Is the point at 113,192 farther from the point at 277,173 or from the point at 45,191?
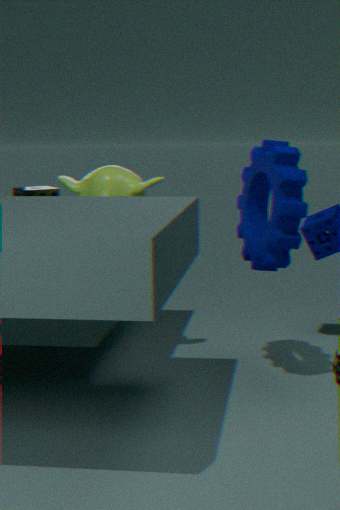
the point at 277,173
